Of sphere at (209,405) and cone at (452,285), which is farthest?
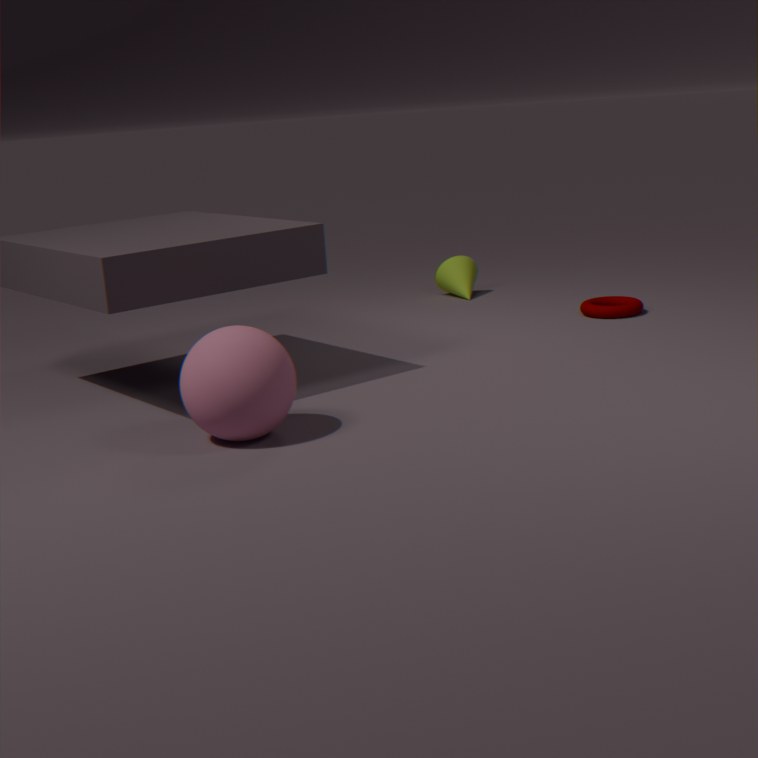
cone at (452,285)
